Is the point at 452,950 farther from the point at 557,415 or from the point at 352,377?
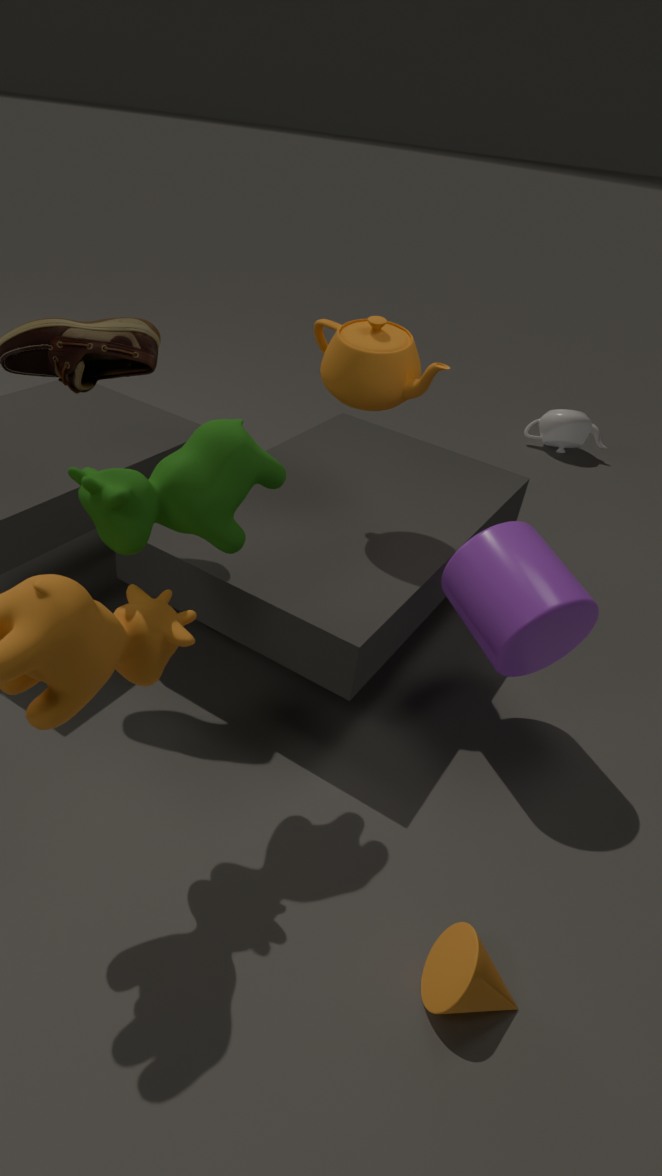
the point at 557,415
